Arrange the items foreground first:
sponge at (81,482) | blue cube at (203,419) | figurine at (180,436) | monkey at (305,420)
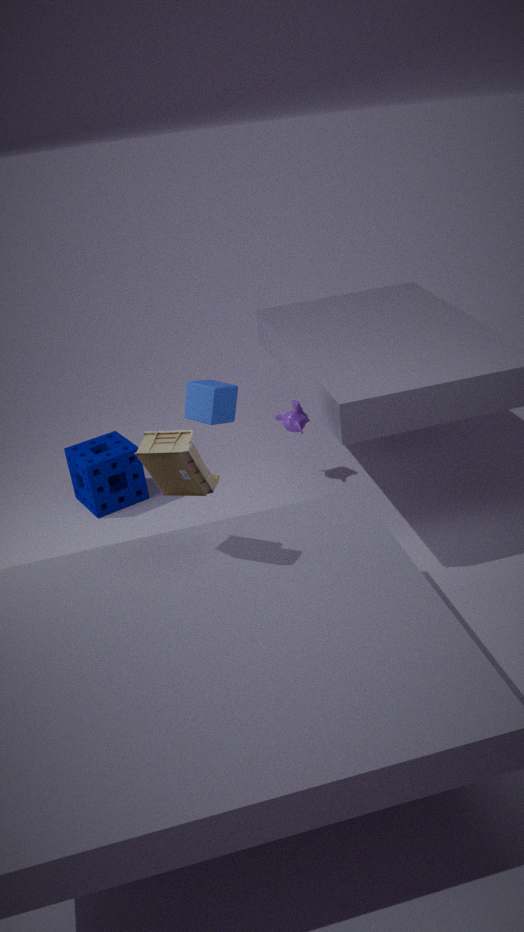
1. figurine at (180,436)
2. blue cube at (203,419)
3. sponge at (81,482)
4. monkey at (305,420)
